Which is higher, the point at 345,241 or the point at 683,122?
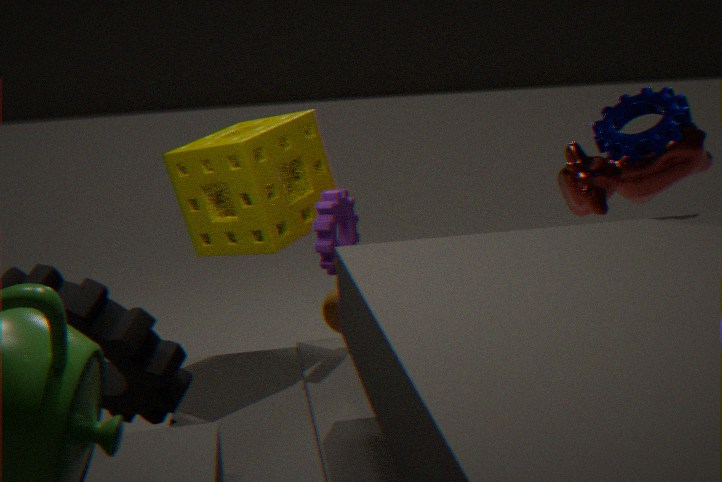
the point at 683,122
